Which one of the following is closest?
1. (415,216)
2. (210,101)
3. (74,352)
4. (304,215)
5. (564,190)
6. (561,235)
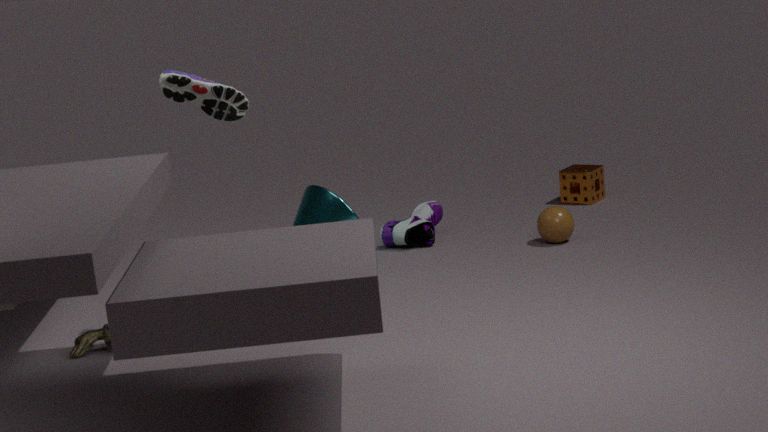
(210,101)
